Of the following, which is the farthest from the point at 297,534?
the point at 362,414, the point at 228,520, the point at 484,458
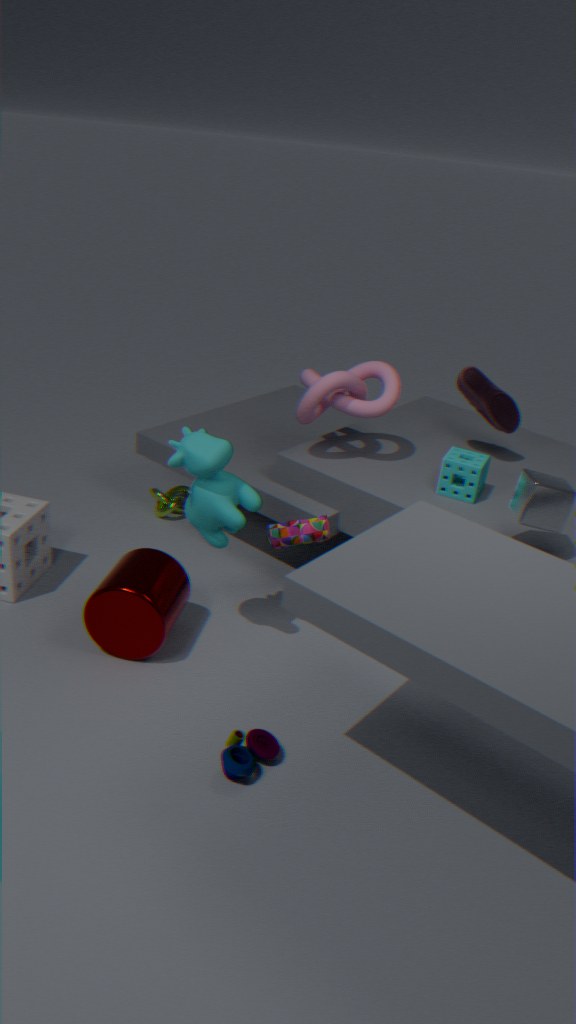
the point at 484,458
